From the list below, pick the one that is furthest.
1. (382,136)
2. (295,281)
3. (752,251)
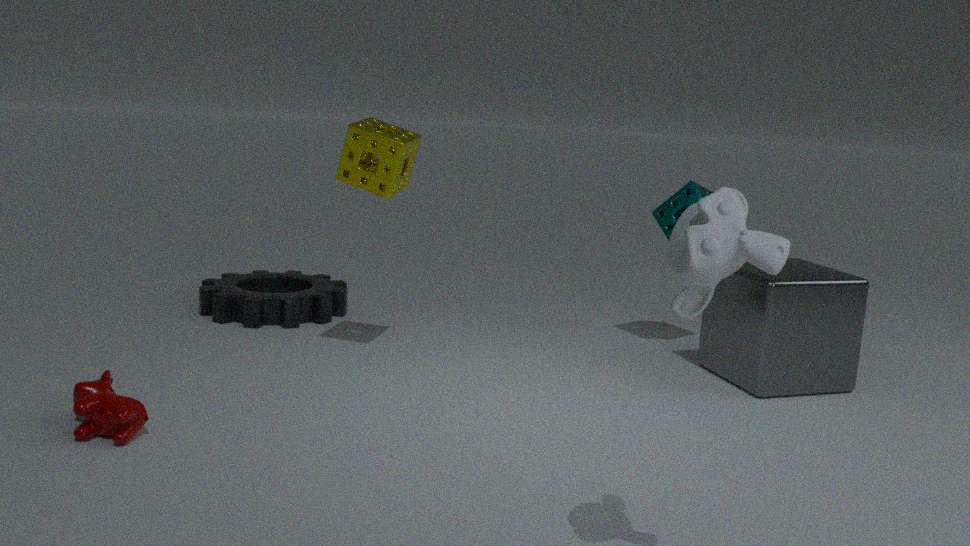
(295,281)
